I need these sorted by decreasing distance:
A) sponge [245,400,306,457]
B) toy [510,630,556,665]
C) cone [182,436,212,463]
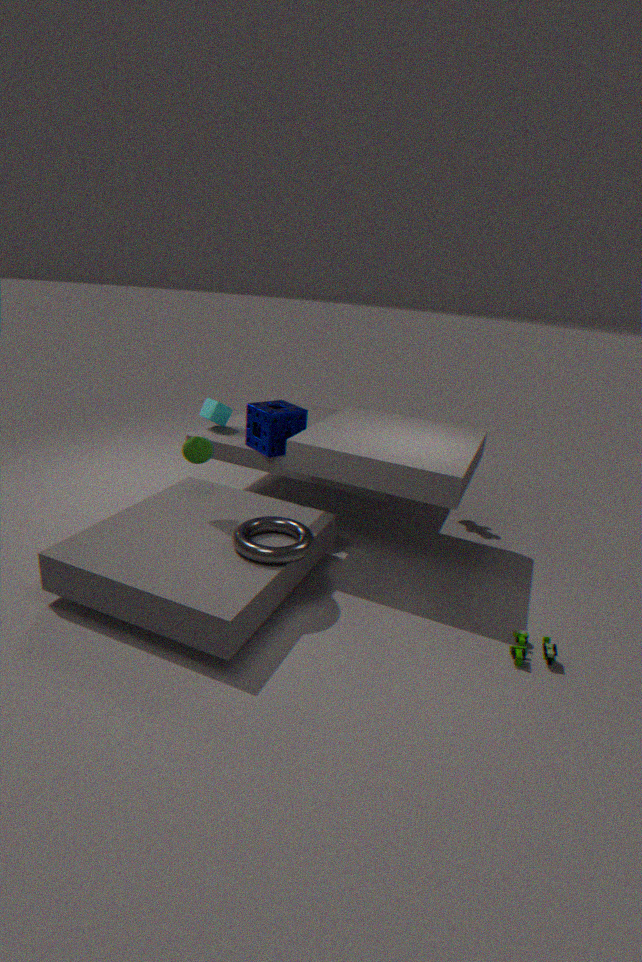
sponge [245,400,306,457], cone [182,436,212,463], toy [510,630,556,665]
